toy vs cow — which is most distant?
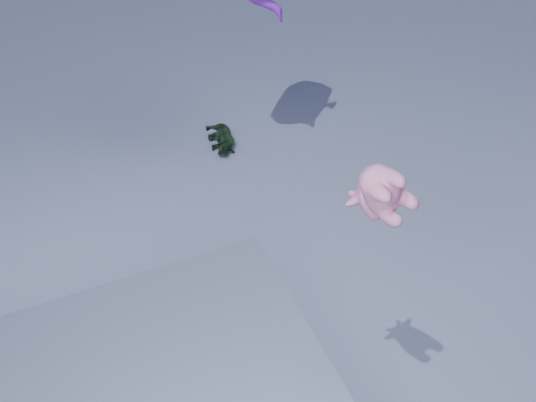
toy
